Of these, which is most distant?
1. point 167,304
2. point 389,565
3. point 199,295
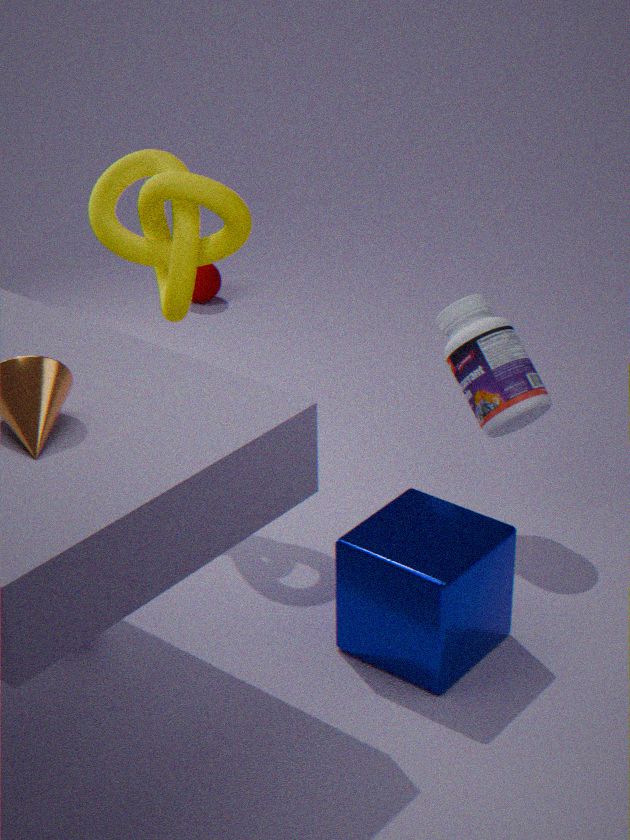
point 199,295
